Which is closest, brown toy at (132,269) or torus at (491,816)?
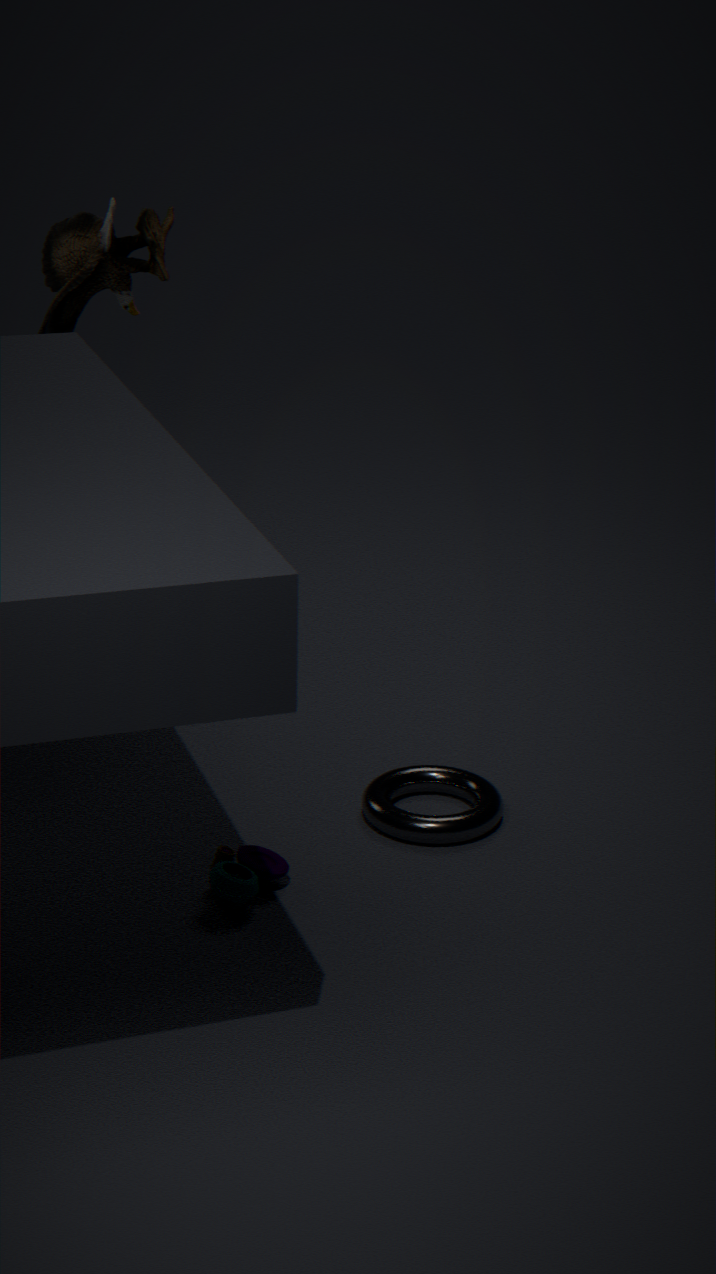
torus at (491,816)
